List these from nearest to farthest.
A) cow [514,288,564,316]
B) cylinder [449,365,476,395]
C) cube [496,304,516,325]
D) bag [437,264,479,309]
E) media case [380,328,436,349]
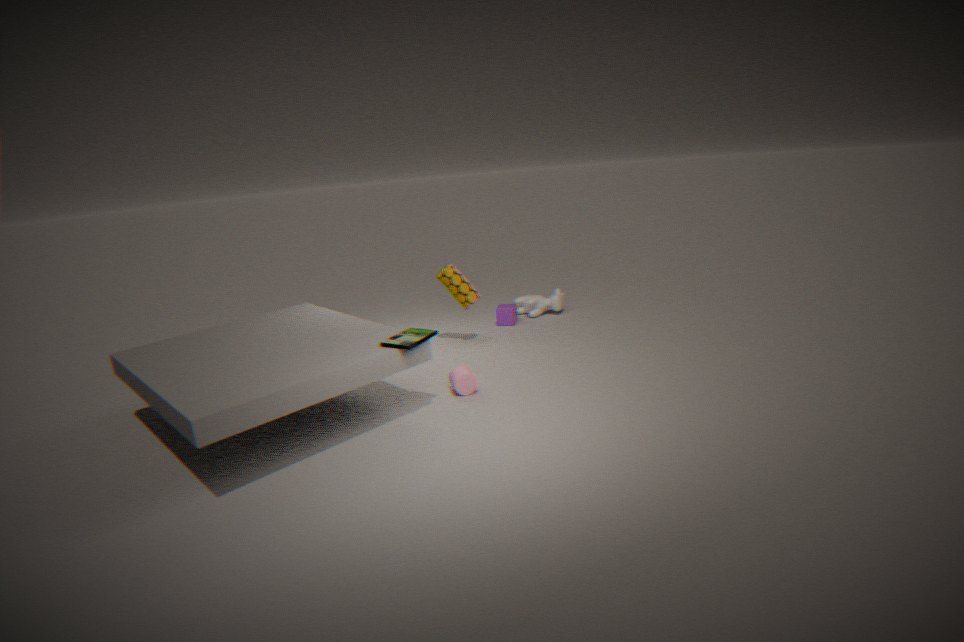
media case [380,328,436,349]
cylinder [449,365,476,395]
bag [437,264,479,309]
cube [496,304,516,325]
cow [514,288,564,316]
